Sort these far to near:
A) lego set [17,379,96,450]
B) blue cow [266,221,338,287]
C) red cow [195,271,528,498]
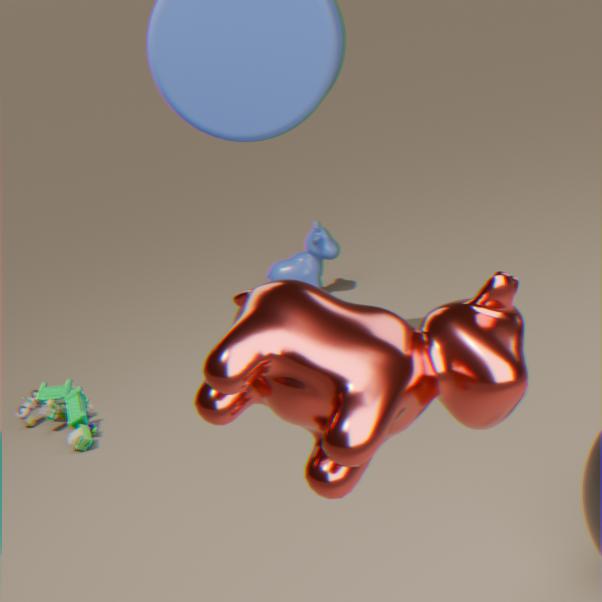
1. blue cow [266,221,338,287]
2. lego set [17,379,96,450]
3. red cow [195,271,528,498]
